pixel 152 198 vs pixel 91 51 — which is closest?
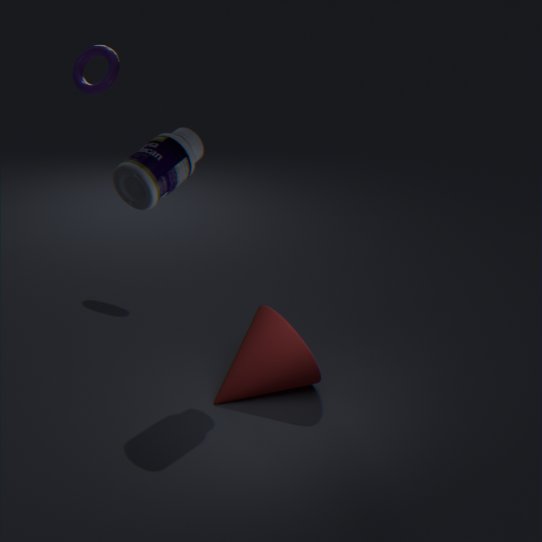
pixel 152 198
